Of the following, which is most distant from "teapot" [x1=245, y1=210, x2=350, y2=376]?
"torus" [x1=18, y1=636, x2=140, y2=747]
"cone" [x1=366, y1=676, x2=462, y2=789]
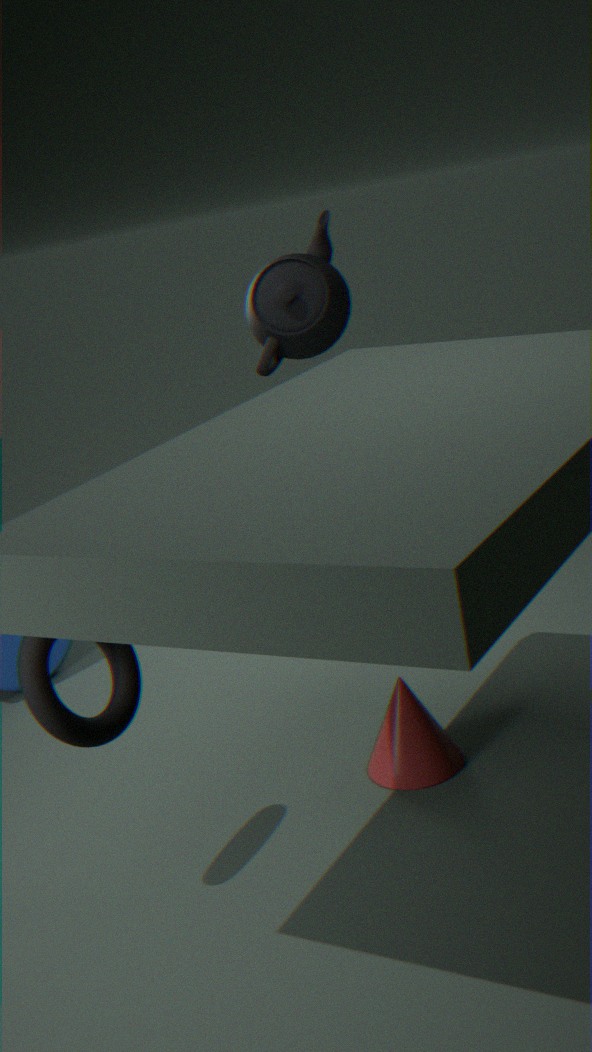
"torus" [x1=18, y1=636, x2=140, y2=747]
